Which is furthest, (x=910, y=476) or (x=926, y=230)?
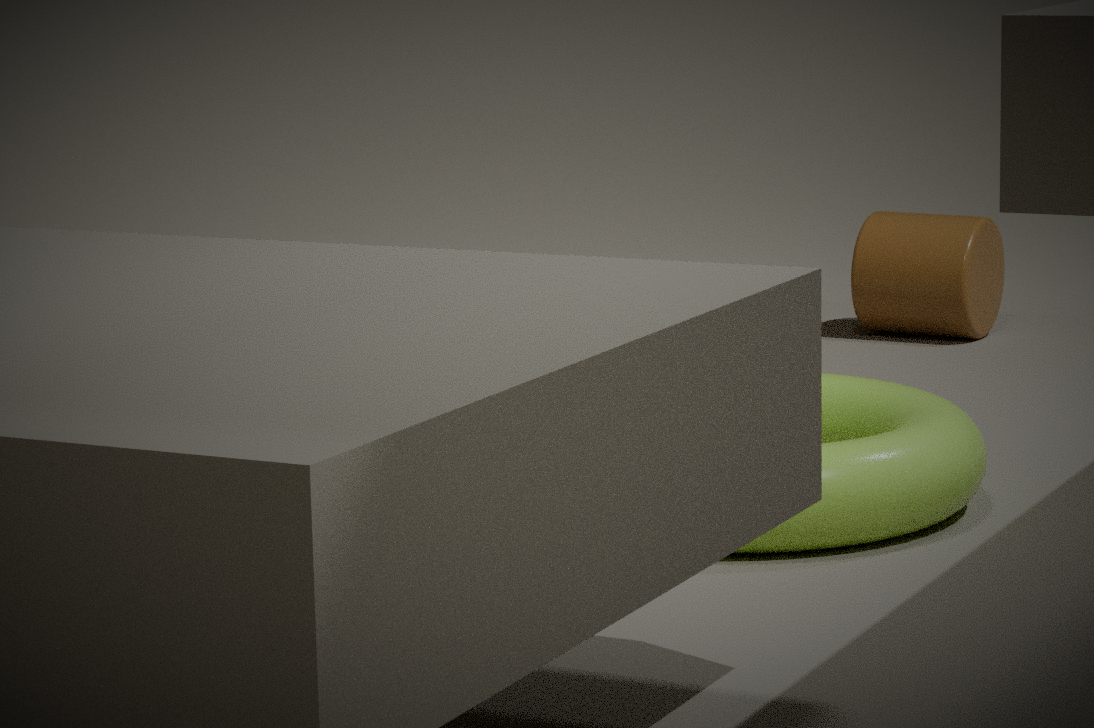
(x=926, y=230)
